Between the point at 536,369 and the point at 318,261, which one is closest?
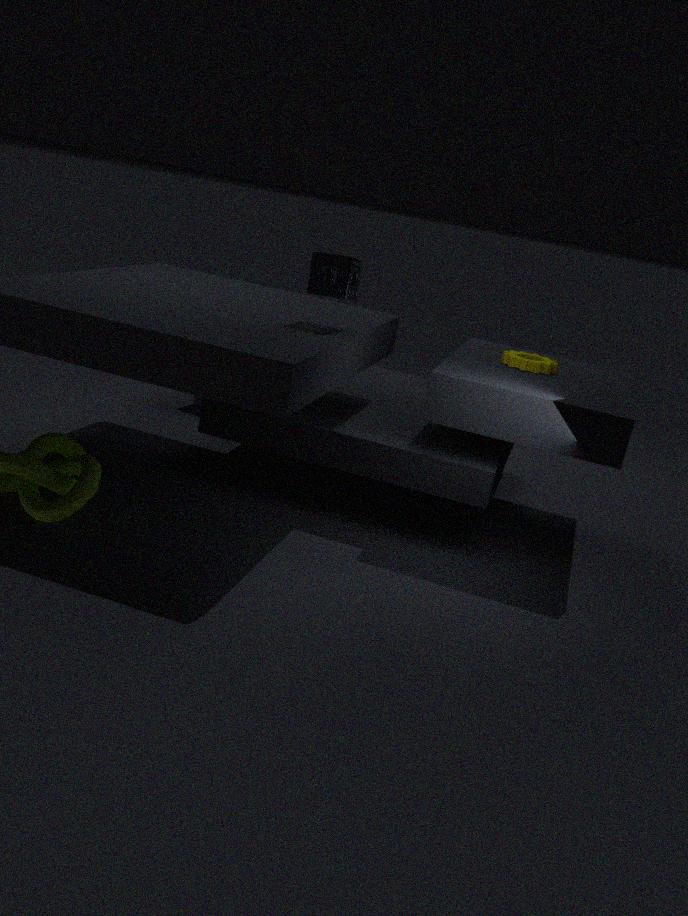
the point at 318,261
